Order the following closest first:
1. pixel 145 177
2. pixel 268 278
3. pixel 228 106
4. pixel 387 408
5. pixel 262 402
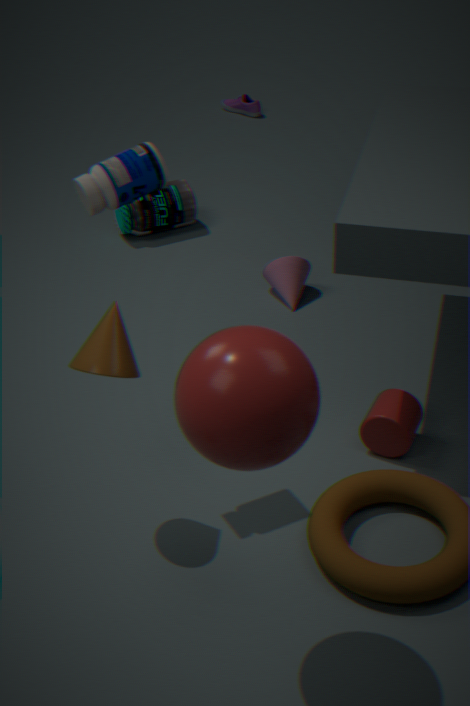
pixel 262 402 < pixel 145 177 < pixel 387 408 < pixel 268 278 < pixel 228 106
